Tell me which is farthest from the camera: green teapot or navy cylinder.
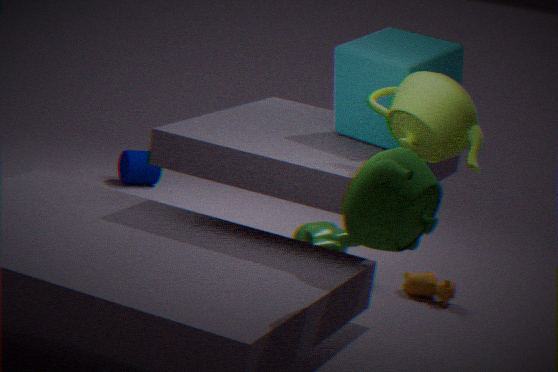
navy cylinder
